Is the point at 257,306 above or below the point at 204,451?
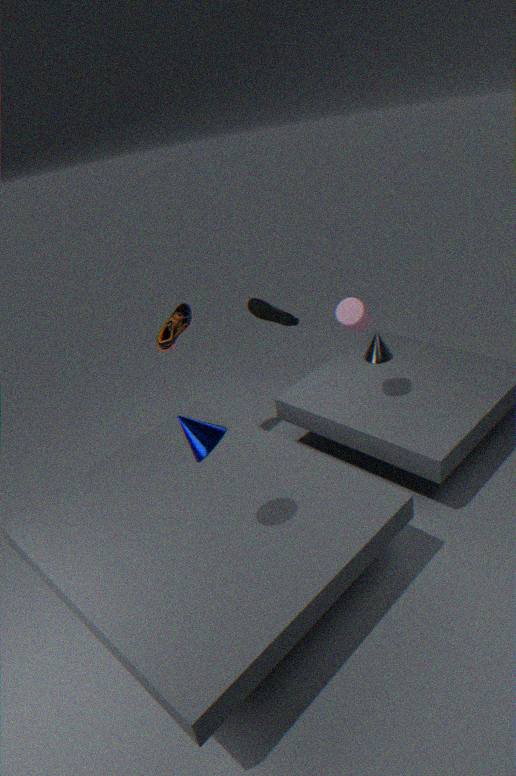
below
